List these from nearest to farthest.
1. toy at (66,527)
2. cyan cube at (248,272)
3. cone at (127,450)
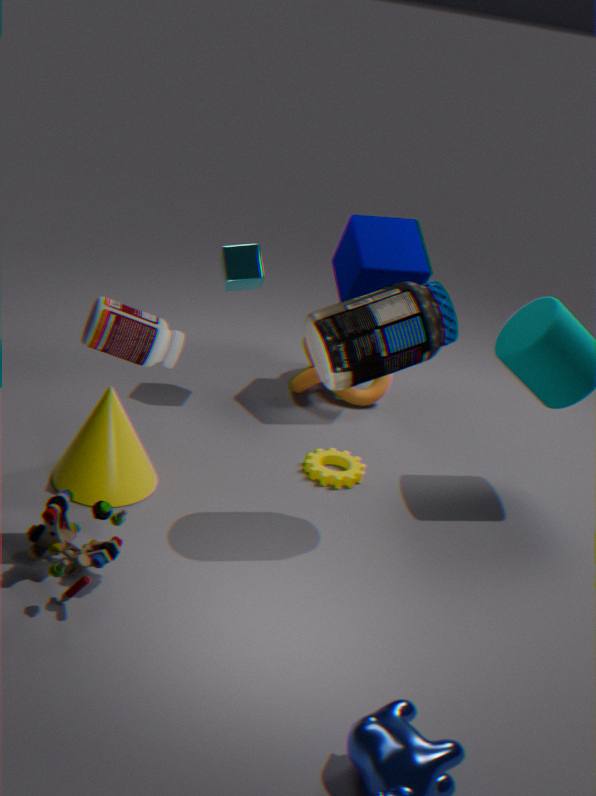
toy at (66,527) → cone at (127,450) → cyan cube at (248,272)
